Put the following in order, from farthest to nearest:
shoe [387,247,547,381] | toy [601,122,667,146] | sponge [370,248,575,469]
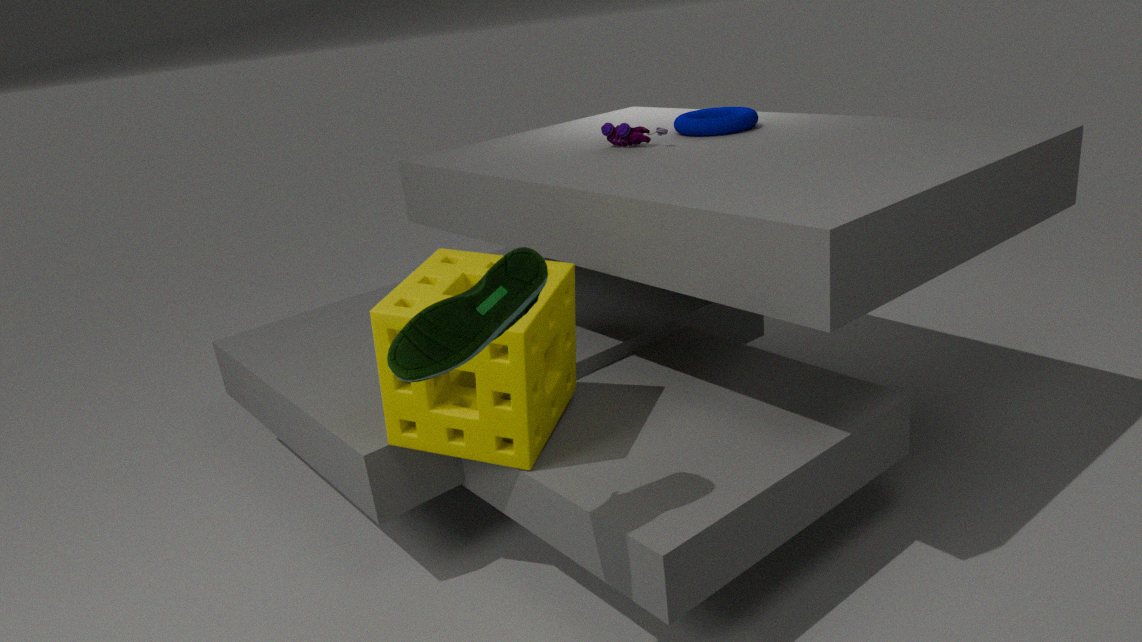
1. toy [601,122,667,146]
2. sponge [370,248,575,469]
3. shoe [387,247,547,381]
